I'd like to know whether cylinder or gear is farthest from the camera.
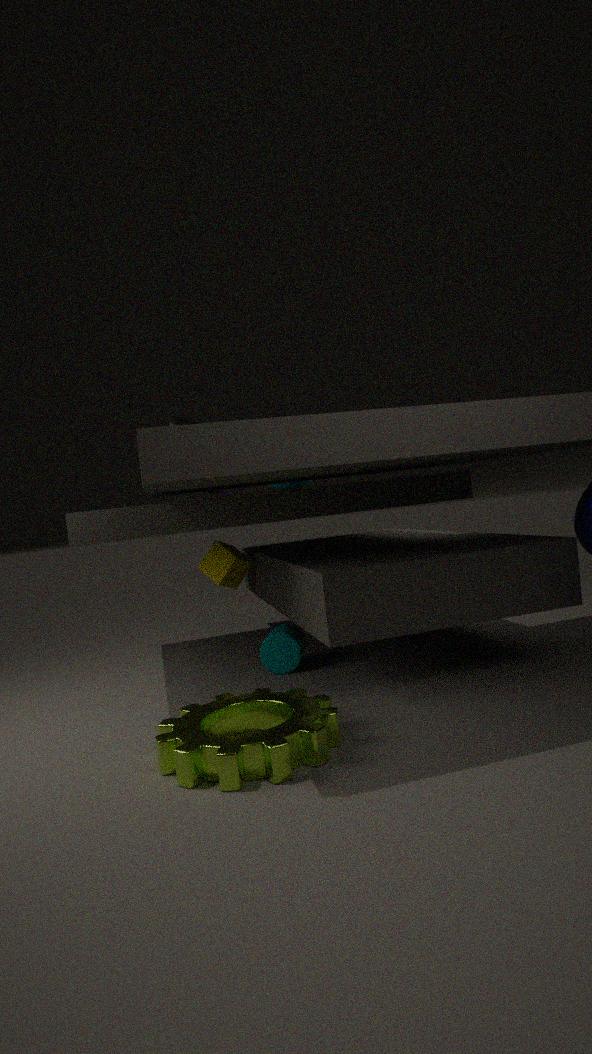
cylinder
